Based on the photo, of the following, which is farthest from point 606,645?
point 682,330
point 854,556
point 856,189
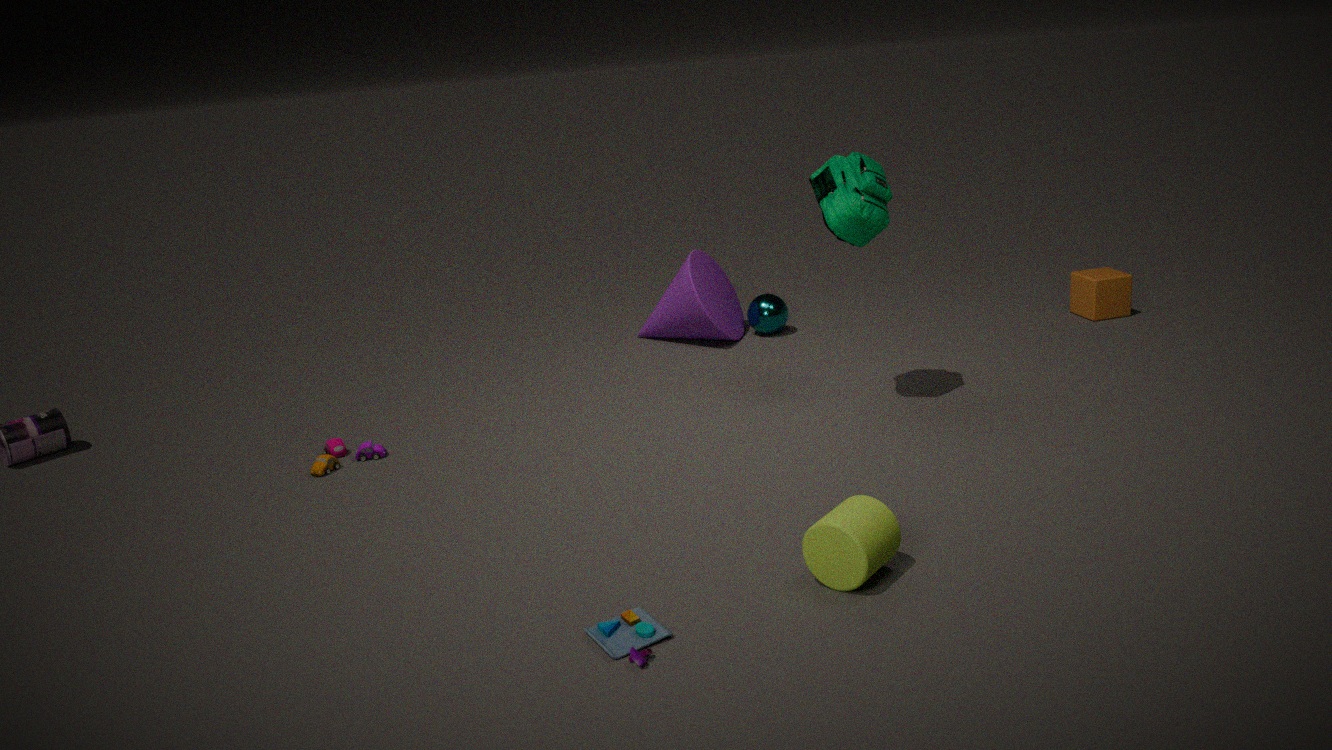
point 682,330
